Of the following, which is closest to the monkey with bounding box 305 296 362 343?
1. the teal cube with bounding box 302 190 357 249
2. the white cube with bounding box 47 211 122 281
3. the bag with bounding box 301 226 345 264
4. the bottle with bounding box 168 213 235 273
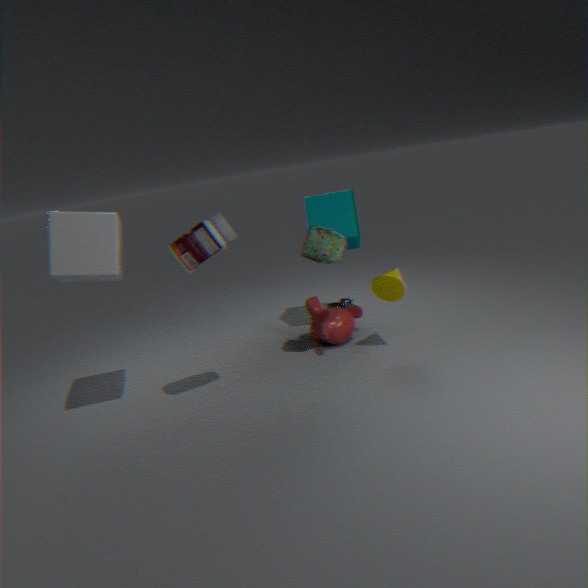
the teal cube with bounding box 302 190 357 249
